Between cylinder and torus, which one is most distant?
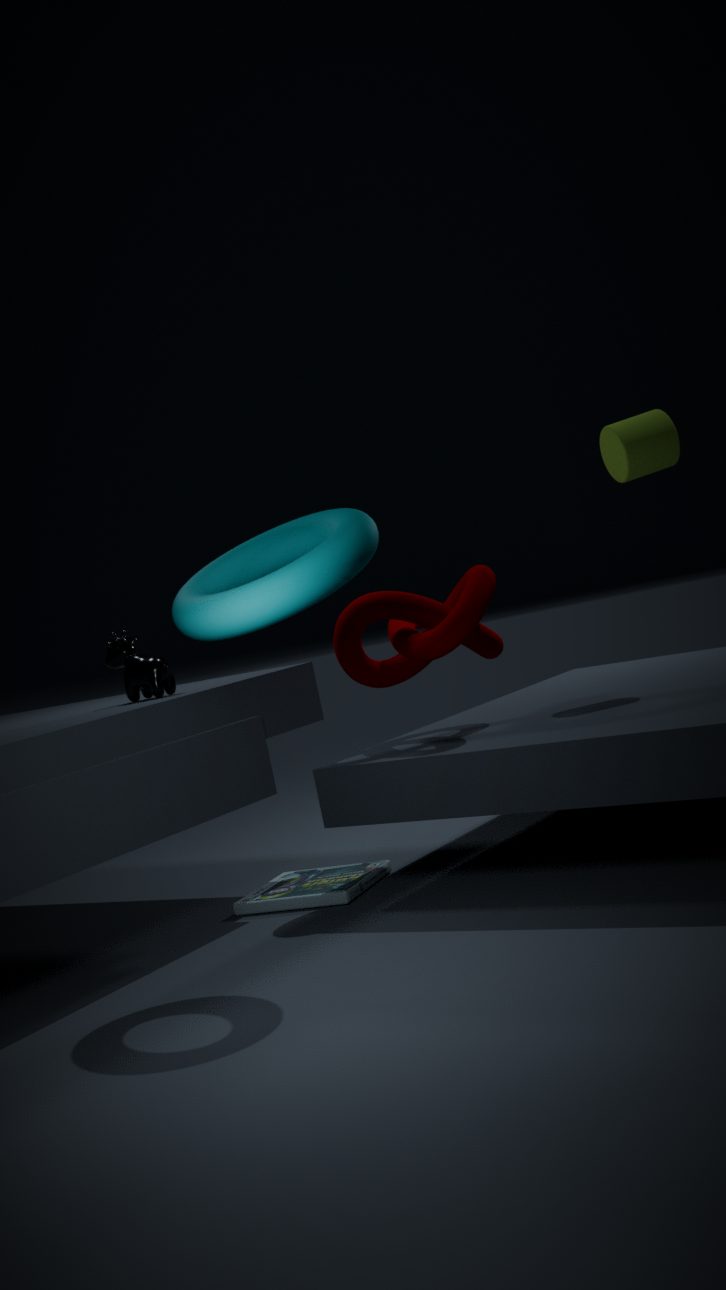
cylinder
